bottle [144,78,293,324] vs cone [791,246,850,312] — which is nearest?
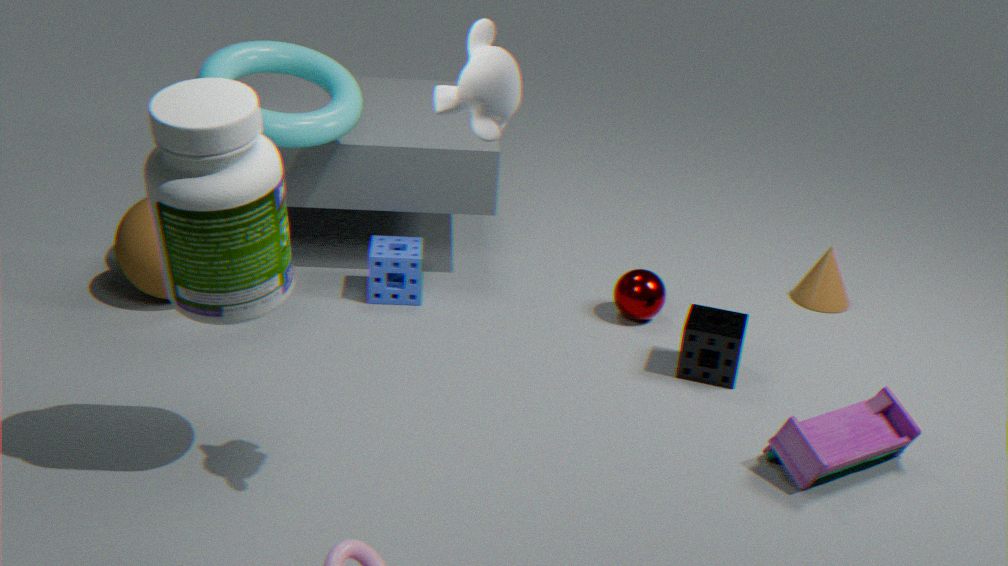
bottle [144,78,293,324]
